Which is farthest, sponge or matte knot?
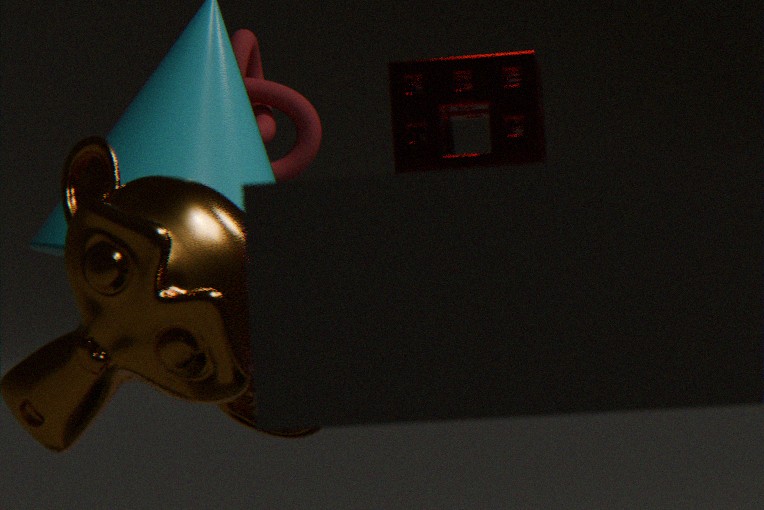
matte knot
